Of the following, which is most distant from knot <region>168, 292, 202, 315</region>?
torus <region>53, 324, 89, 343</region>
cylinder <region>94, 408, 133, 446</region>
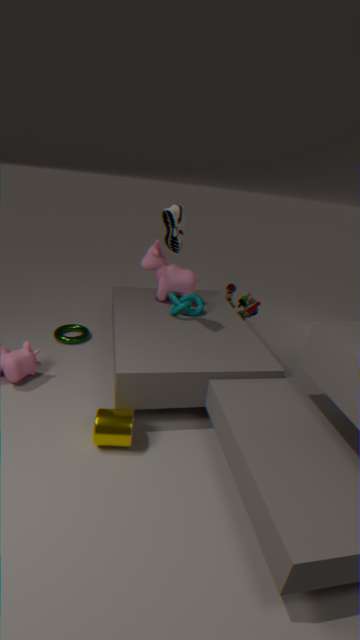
cylinder <region>94, 408, 133, 446</region>
